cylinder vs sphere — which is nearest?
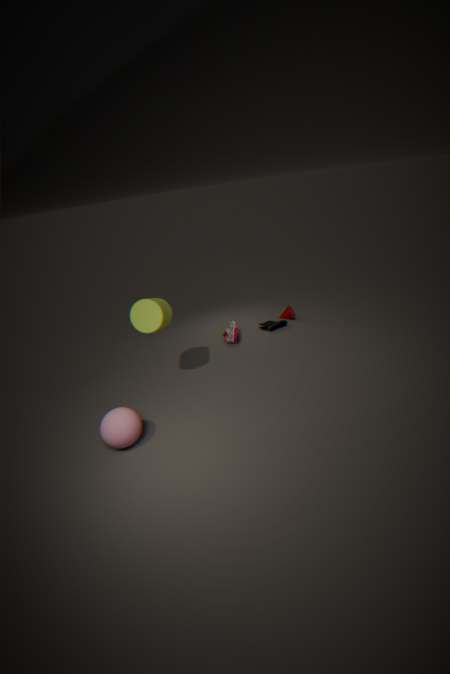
sphere
